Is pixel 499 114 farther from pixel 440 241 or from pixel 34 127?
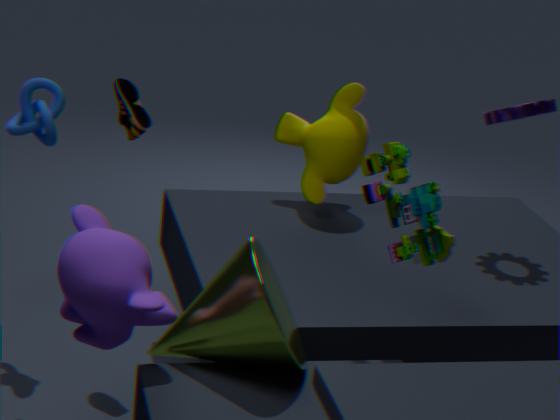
pixel 34 127
